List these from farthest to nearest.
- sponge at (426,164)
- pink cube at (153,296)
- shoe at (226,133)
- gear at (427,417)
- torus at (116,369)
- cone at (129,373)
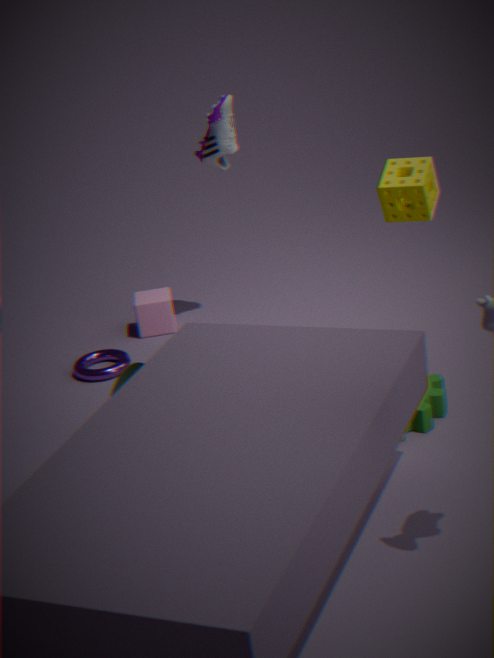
1. pink cube at (153,296)
2. shoe at (226,133)
3. torus at (116,369)
4. sponge at (426,164)
5. cone at (129,373)
6. gear at (427,417)
